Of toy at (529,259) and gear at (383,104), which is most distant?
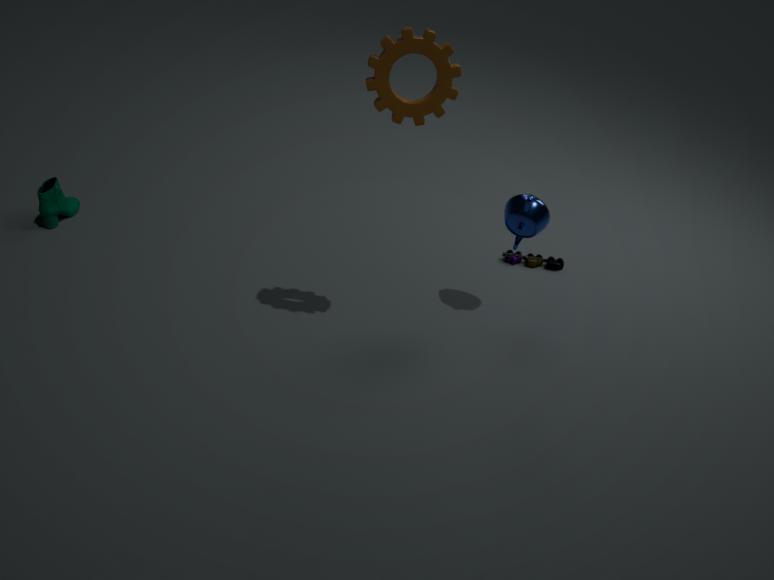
toy at (529,259)
